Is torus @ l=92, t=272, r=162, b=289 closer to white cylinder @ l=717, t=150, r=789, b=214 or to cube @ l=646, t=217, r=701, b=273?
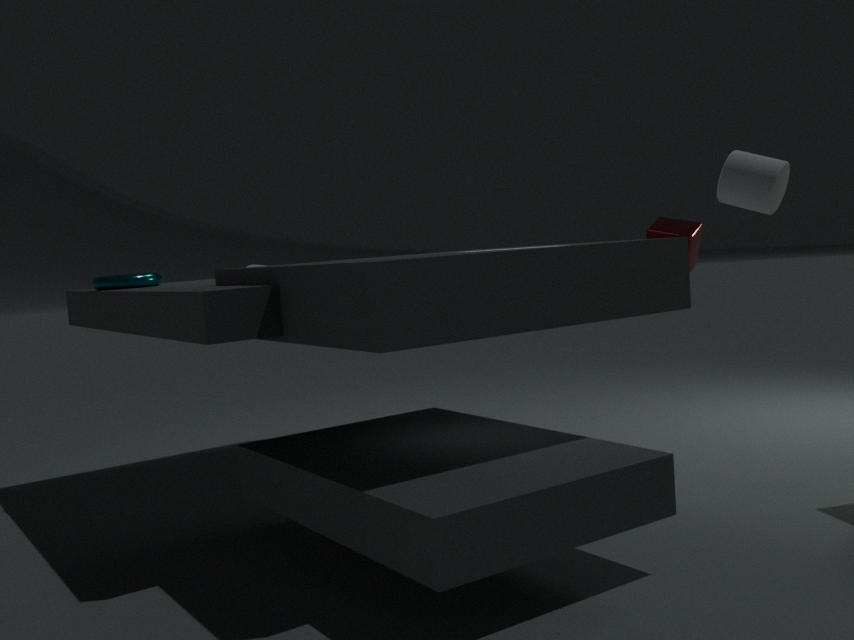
cube @ l=646, t=217, r=701, b=273
